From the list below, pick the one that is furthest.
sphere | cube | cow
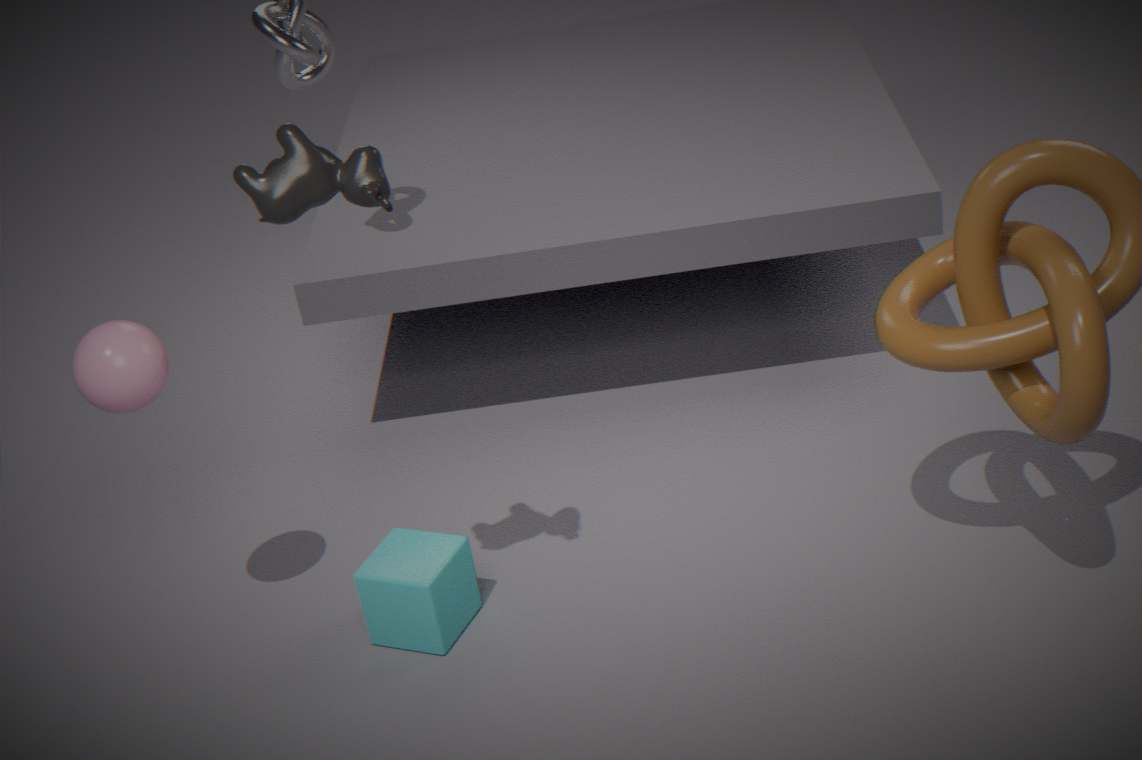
cube
